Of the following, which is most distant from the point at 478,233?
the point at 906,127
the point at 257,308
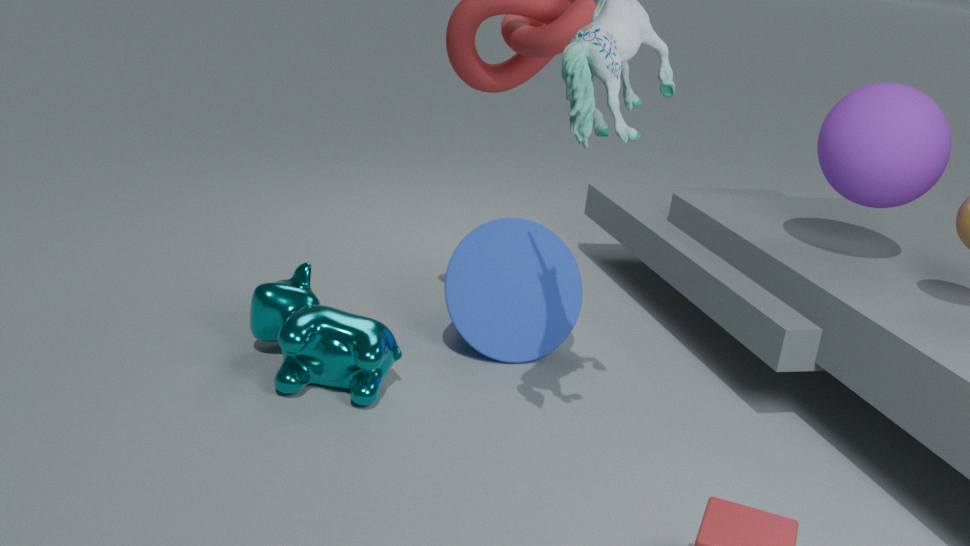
the point at 906,127
